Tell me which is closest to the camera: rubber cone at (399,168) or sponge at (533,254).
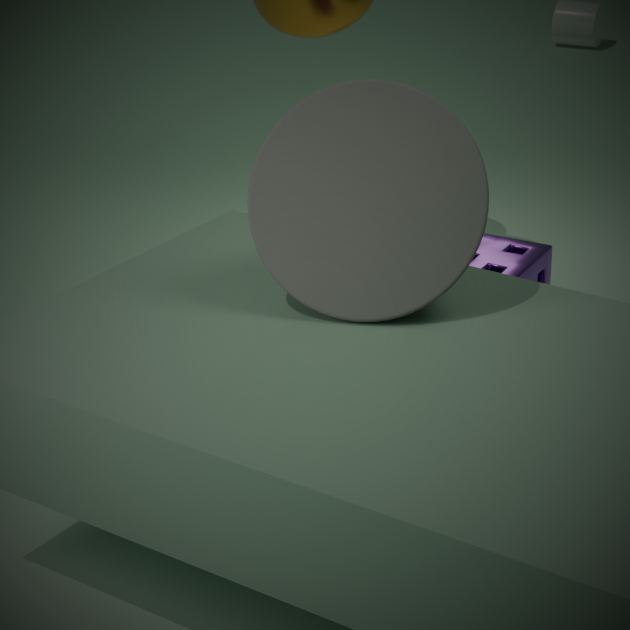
rubber cone at (399,168)
